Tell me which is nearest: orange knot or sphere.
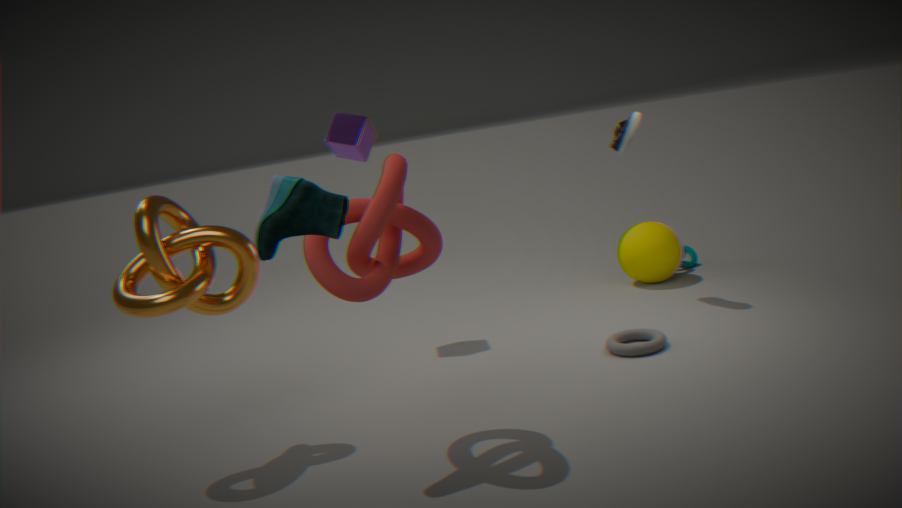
orange knot
